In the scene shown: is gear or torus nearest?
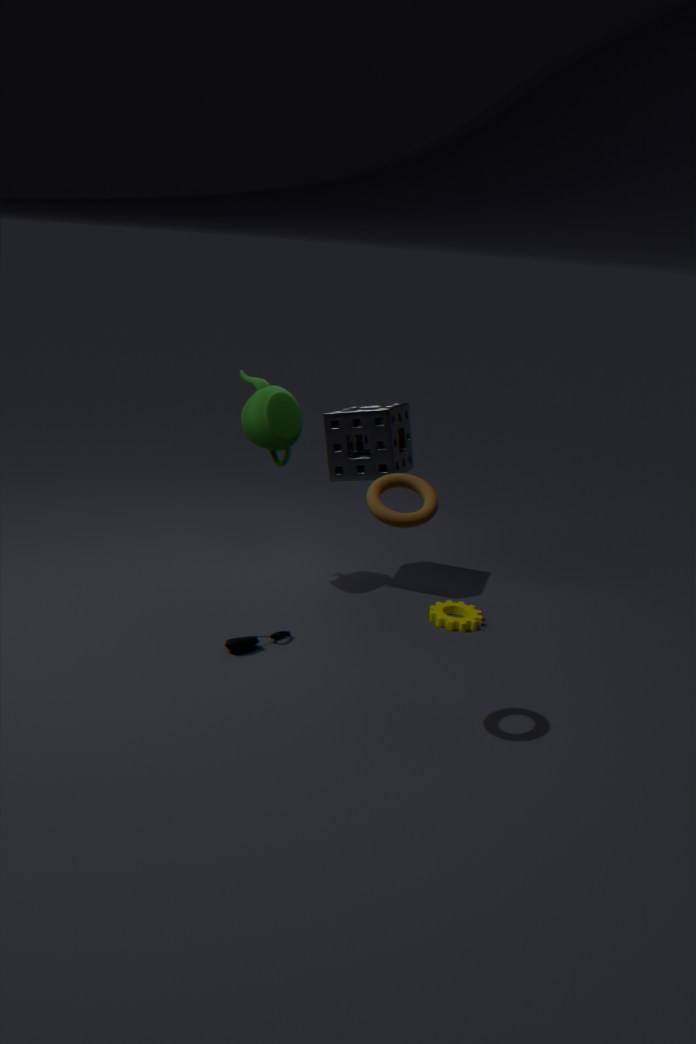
torus
